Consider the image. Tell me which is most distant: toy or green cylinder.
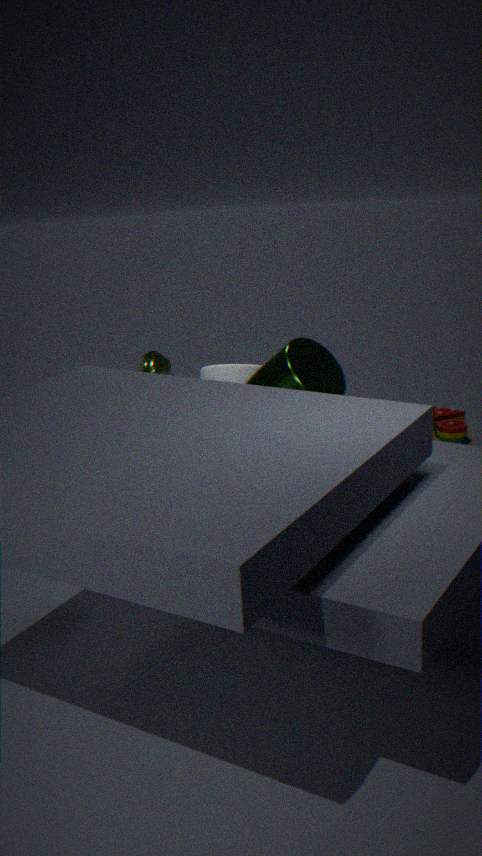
toy
